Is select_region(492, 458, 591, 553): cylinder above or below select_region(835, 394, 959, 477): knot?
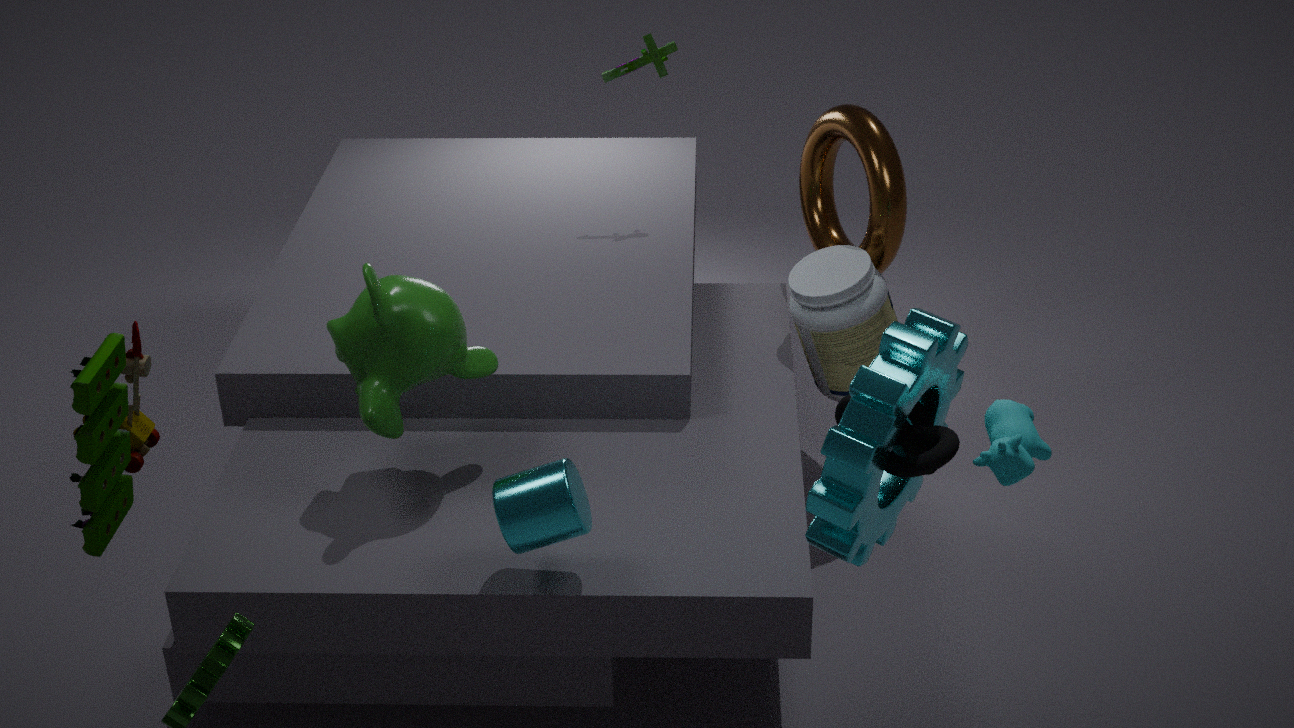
below
